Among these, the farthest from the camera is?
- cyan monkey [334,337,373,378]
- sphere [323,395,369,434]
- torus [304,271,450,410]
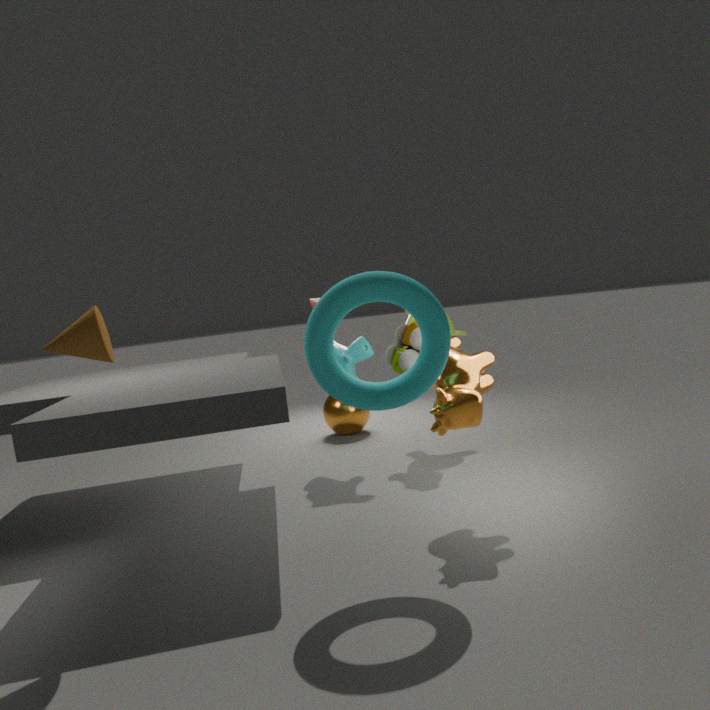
sphere [323,395,369,434]
